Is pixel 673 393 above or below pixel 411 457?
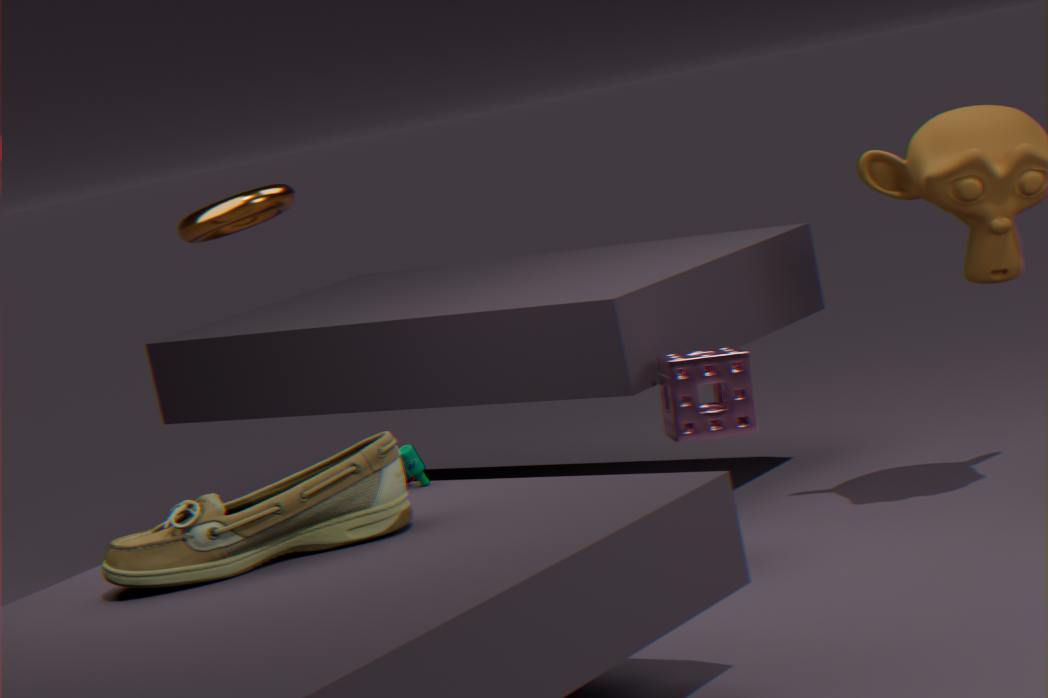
below
